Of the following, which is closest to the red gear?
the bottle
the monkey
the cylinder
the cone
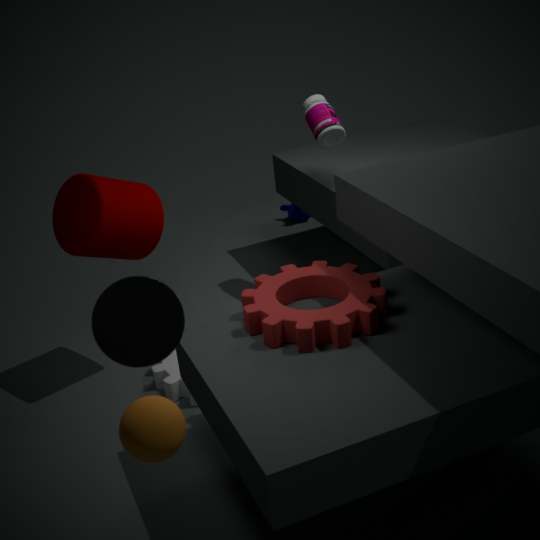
the cylinder
